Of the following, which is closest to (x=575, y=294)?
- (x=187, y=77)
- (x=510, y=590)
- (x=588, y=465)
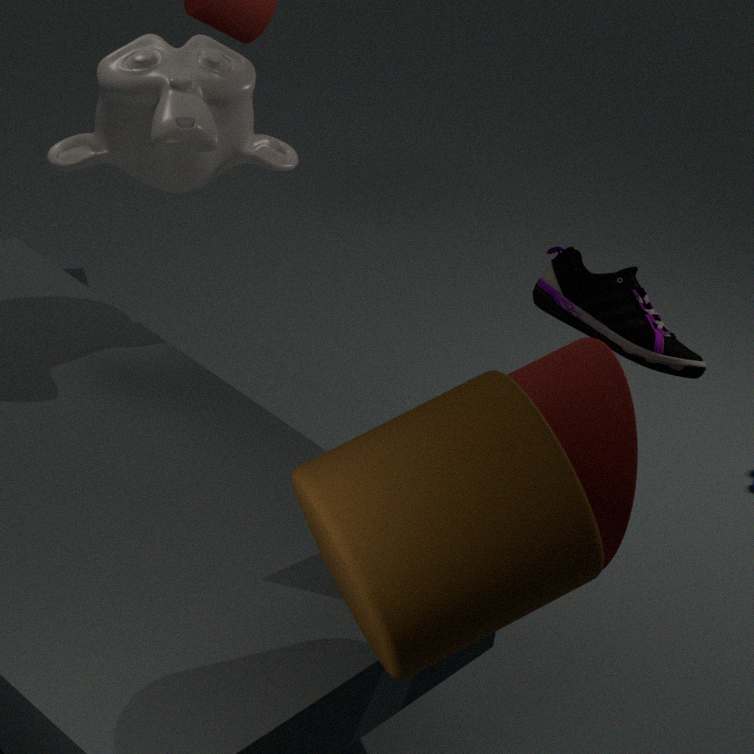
(x=588, y=465)
